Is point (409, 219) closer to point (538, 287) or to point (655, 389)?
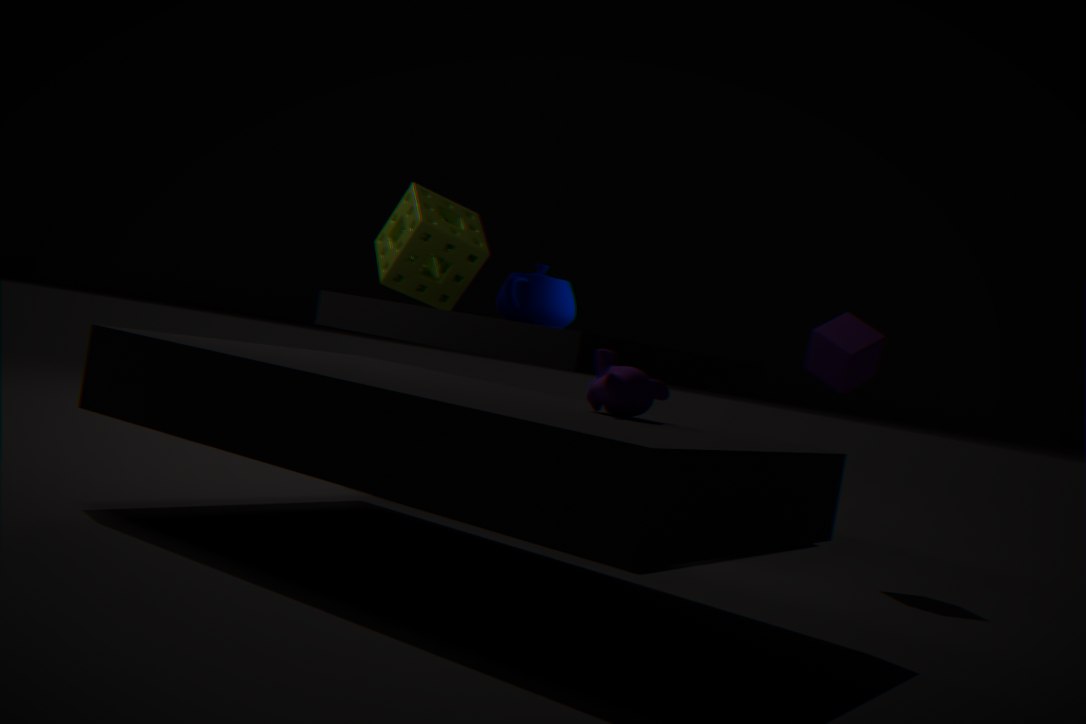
point (538, 287)
